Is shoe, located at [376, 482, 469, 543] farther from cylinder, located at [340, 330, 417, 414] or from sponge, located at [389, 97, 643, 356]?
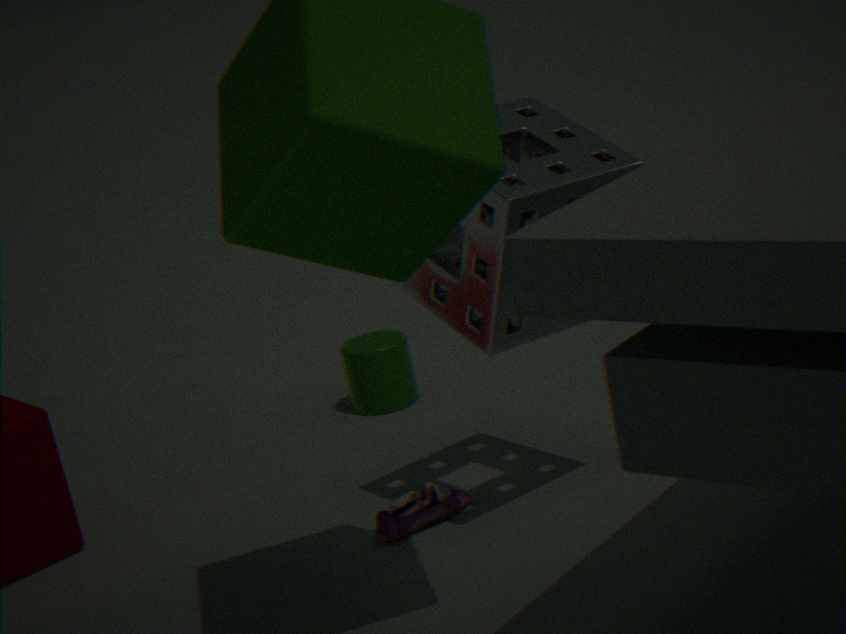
cylinder, located at [340, 330, 417, 414]
